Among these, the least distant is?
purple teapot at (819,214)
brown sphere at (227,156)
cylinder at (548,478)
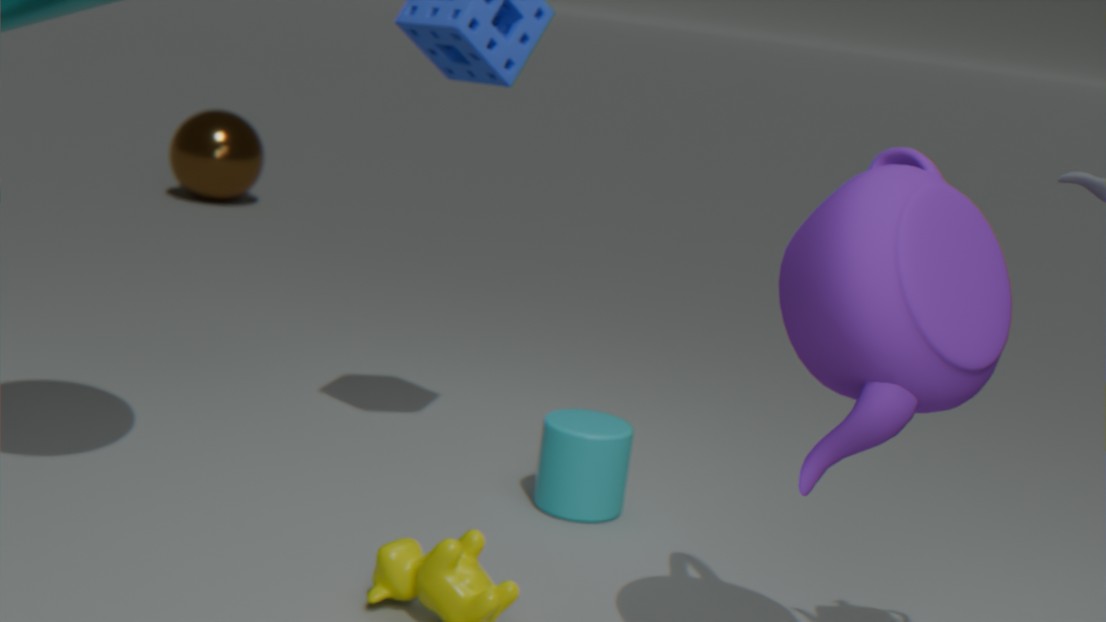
purple teapot at (819,214)
